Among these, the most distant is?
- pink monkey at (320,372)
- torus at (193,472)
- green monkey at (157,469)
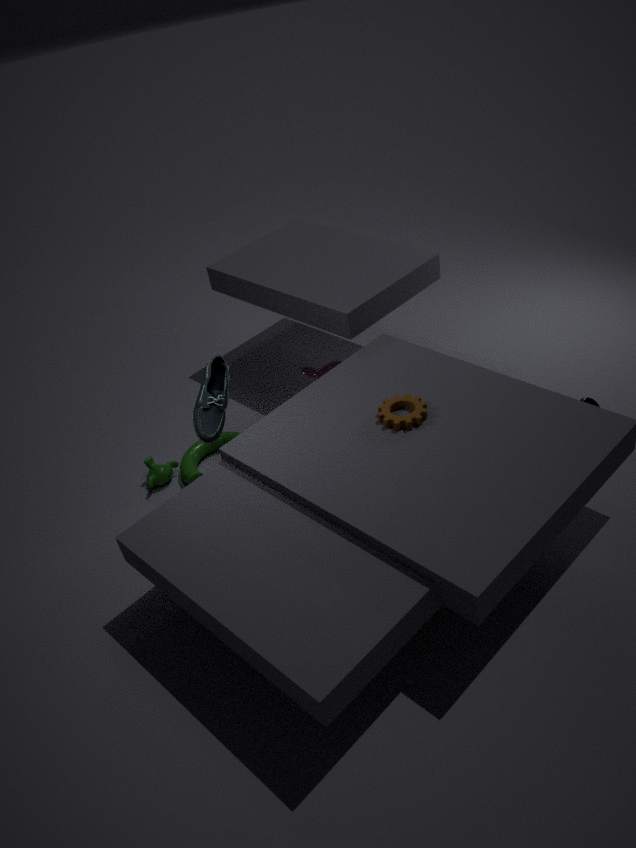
pink monkey at (320,372)
